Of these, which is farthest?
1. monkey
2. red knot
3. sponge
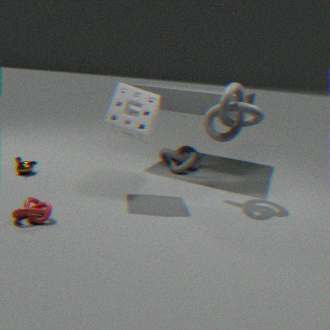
monkey
